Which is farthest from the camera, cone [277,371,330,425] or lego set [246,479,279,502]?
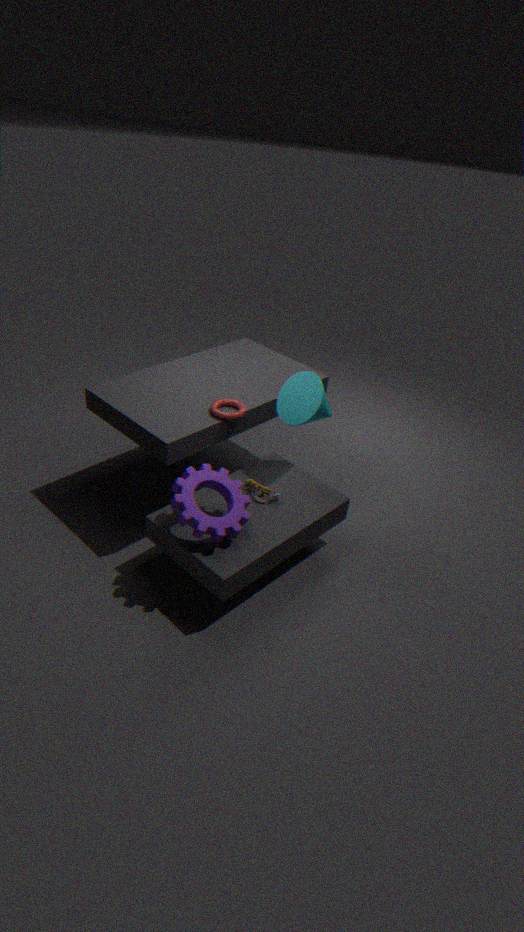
lego set [246,479,279,502]
